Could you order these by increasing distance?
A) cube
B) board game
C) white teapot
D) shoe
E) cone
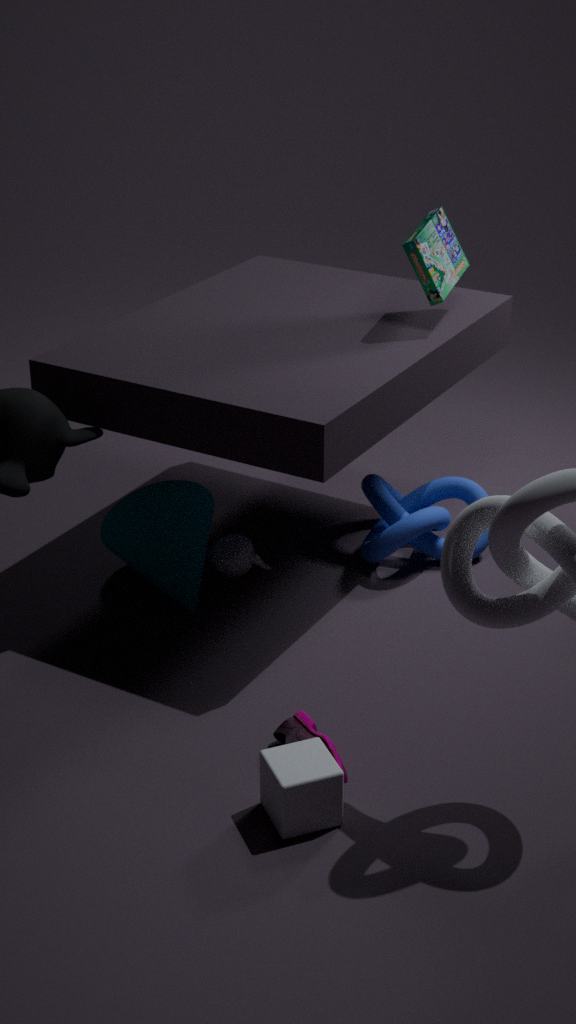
A. cube
D. shoe
B. board game
E. cone
C. white teapot
